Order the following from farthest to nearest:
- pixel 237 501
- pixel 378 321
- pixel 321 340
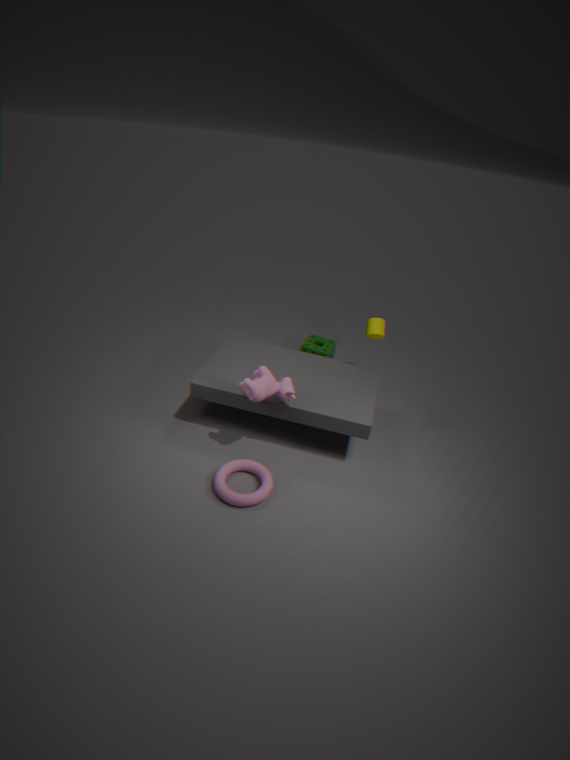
pixel 321 340
pixel 378 321
pixel 237 501
